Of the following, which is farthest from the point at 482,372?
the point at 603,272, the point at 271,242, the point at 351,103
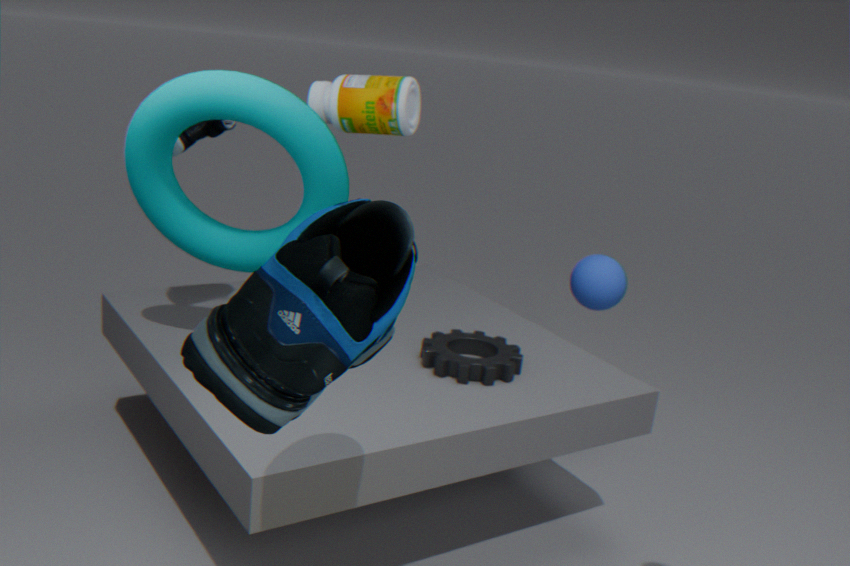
the point at 271,242
